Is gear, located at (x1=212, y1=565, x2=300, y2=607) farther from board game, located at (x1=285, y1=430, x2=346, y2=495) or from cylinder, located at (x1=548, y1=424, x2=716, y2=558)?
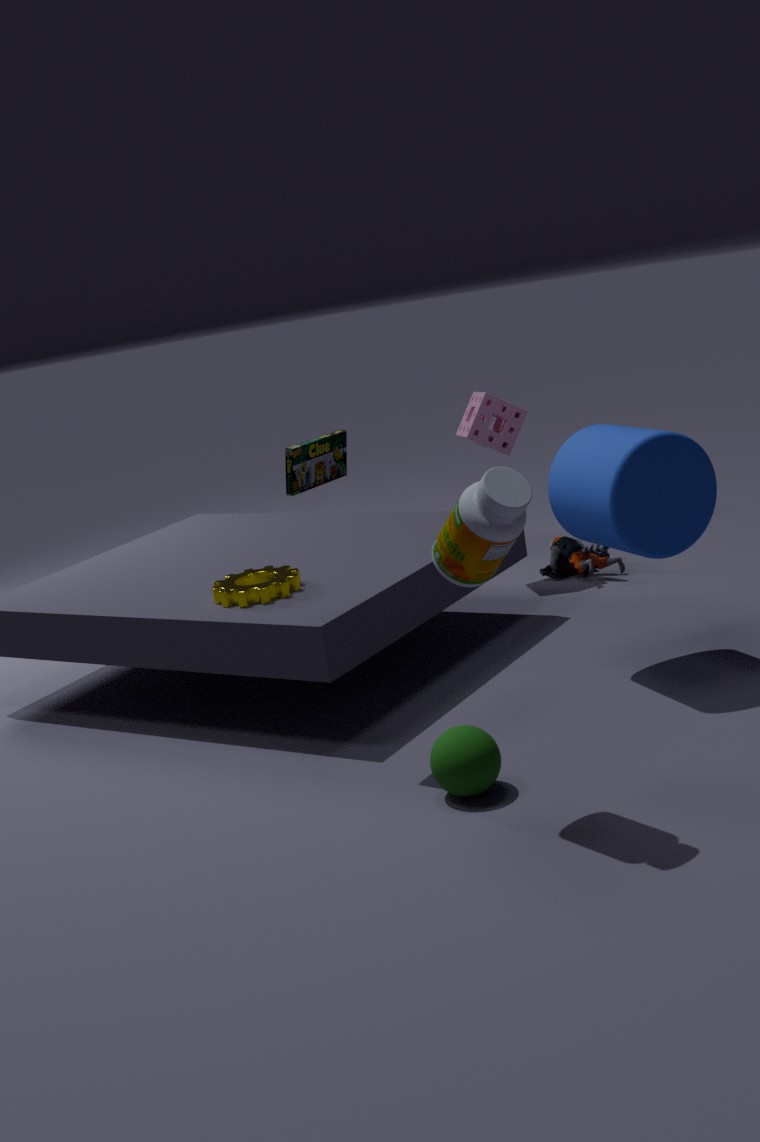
cylinder, located at (x1=548, y1=424, x2=716, y2=558)
